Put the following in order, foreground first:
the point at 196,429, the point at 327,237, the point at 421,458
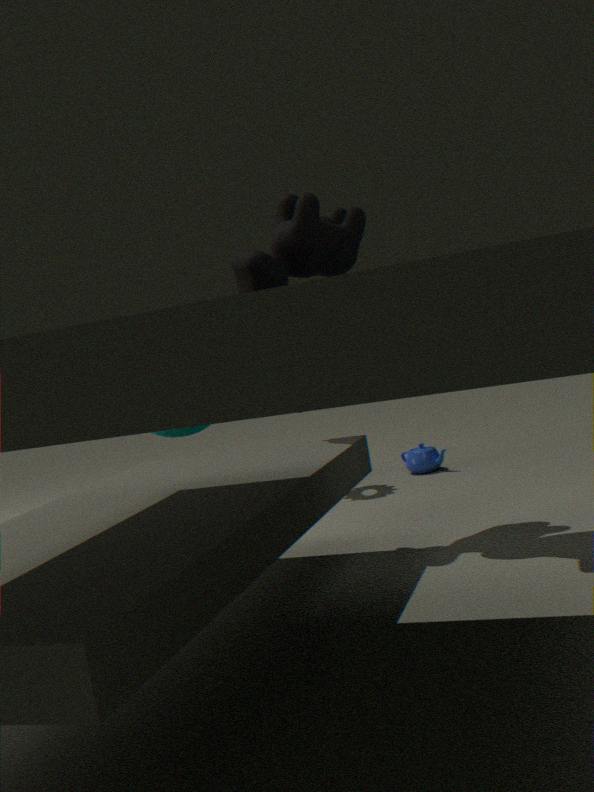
the point at 327,237 → the point at 196,429 → the point at 421,458
